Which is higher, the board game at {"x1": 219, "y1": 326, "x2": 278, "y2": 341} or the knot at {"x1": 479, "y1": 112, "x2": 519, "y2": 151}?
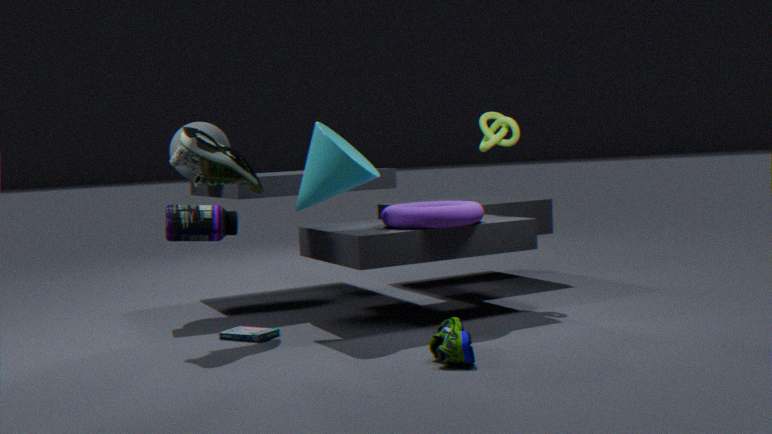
the knot at {"x1": 479, "y1": 112, "x2": 519, "y2": 151}
